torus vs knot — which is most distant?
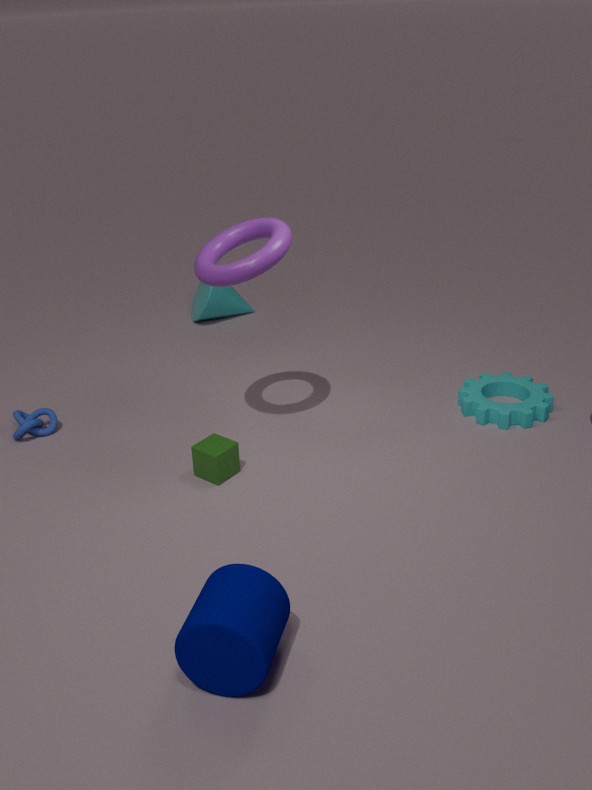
knot
